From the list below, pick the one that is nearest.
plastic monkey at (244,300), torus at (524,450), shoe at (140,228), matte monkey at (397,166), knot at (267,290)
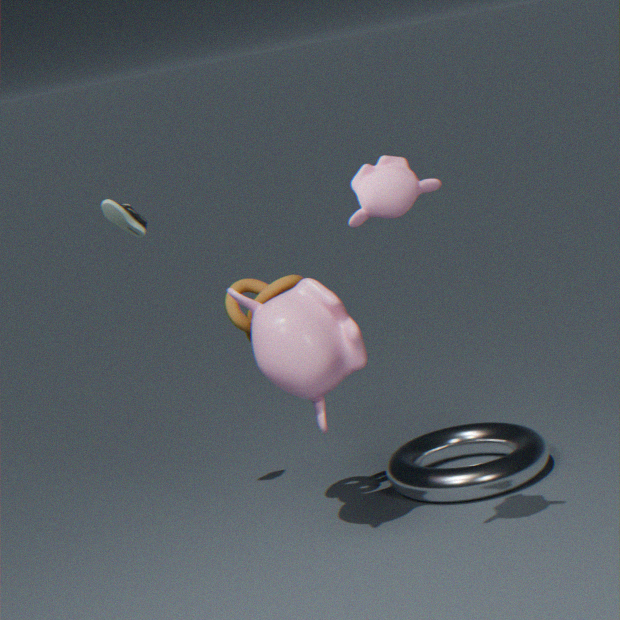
matte monkey at (397,166)
